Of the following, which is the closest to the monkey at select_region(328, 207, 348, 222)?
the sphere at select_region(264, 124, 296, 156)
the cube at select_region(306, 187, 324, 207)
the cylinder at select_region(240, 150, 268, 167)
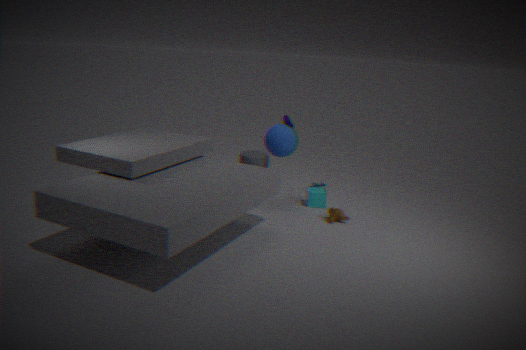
the cube at select_region(306, 187, 324, 207)
